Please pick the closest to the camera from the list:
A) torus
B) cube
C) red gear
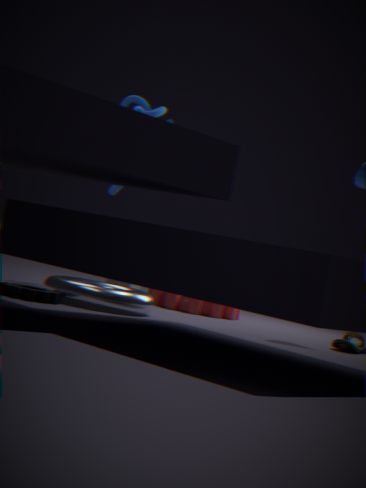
torus
